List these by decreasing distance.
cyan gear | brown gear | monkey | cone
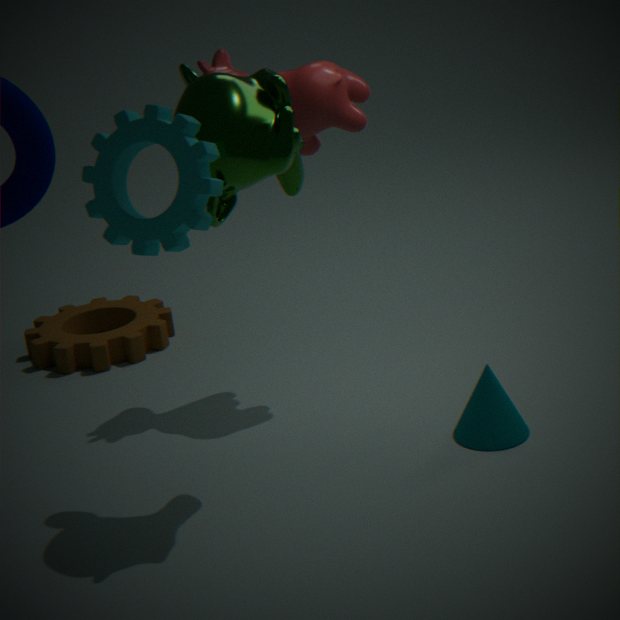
1. brown gear
2. cone
3. monkey
4. cyan gear
